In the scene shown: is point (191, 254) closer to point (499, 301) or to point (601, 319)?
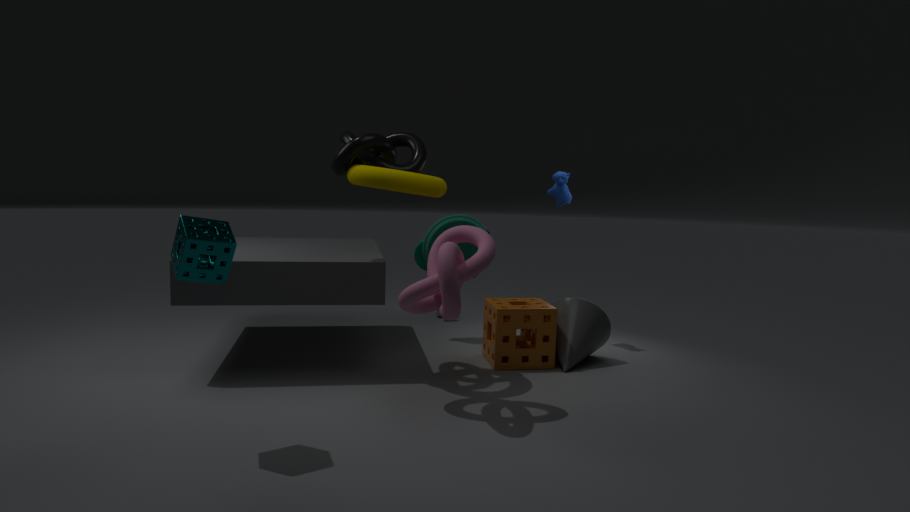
point (499, 301)
